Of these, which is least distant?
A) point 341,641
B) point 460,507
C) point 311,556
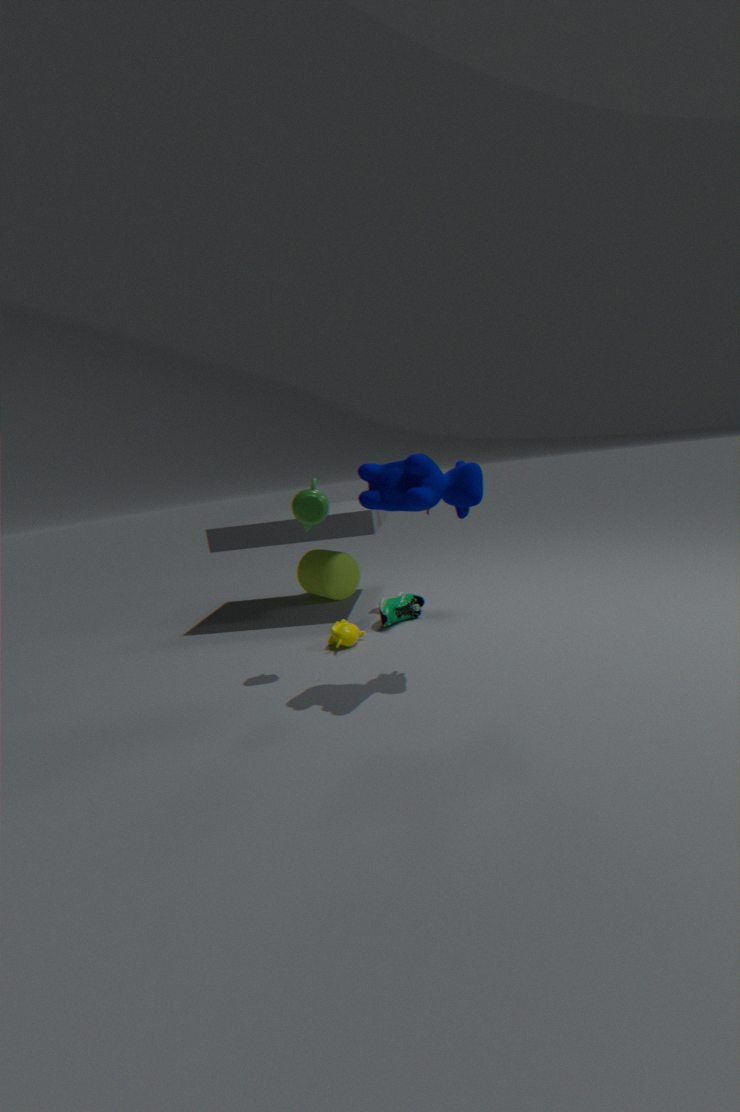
point 460,507
